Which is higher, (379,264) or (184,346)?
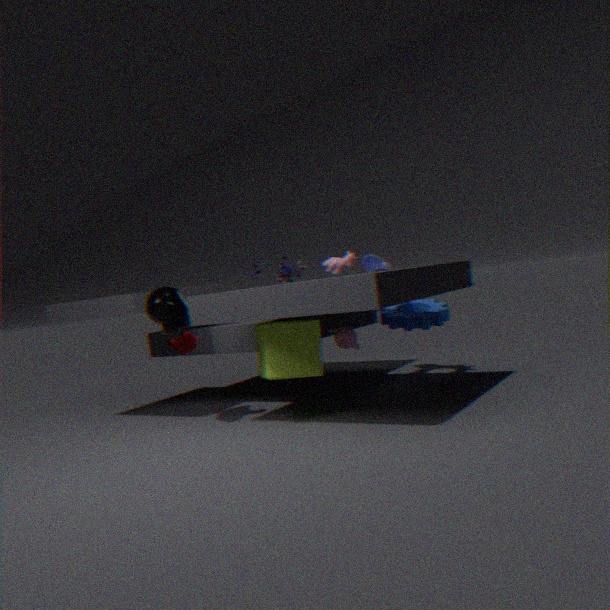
(379,264)
